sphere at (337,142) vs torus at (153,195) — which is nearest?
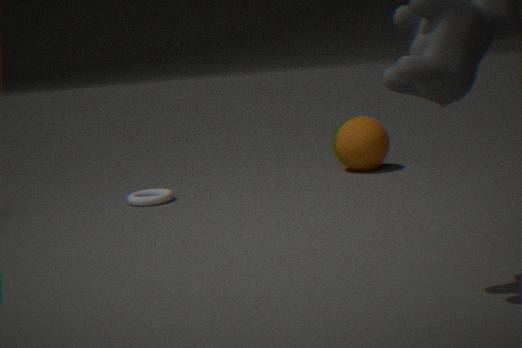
torus at (153,195)
